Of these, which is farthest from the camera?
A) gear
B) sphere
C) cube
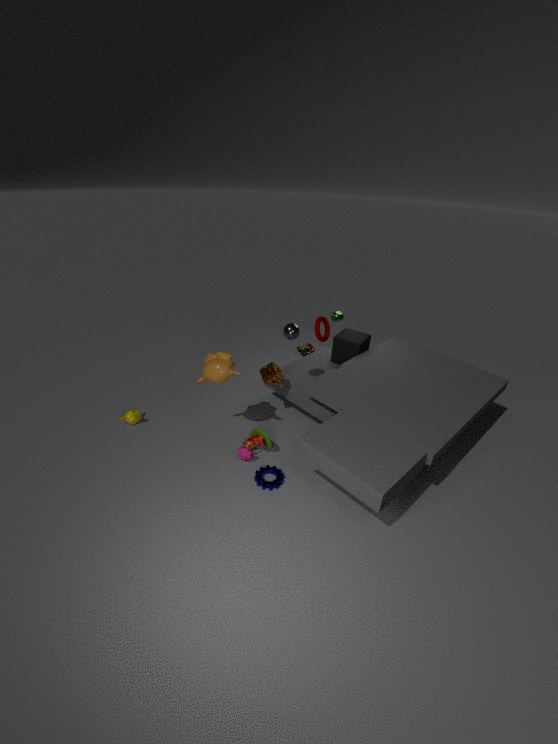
cube
